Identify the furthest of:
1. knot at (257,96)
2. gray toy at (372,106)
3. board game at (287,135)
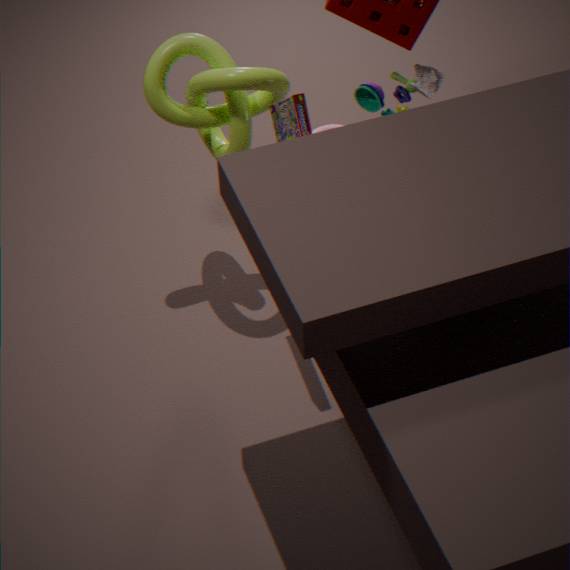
gray toy at (372,106)
